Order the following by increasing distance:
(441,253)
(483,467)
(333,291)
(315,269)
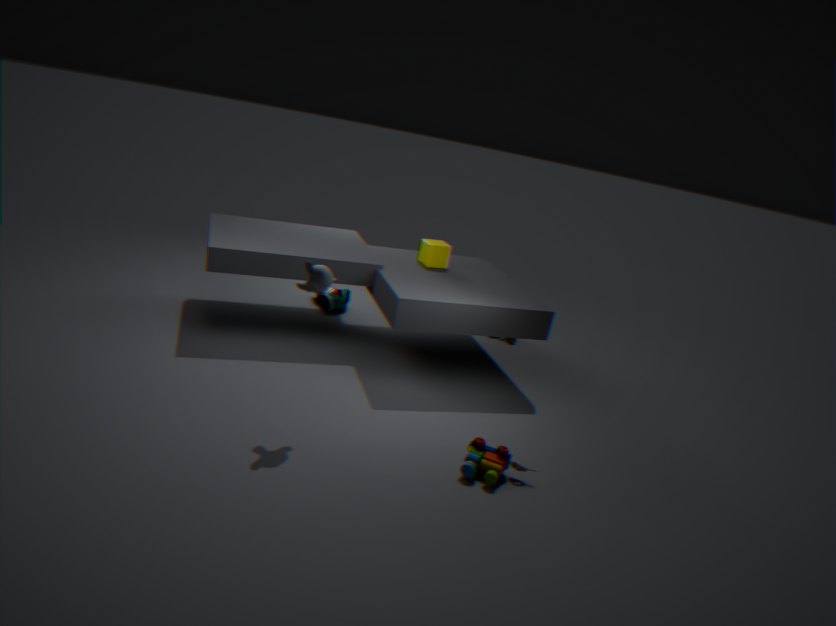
(315,269), (483,467), (441,253), (333,291)
